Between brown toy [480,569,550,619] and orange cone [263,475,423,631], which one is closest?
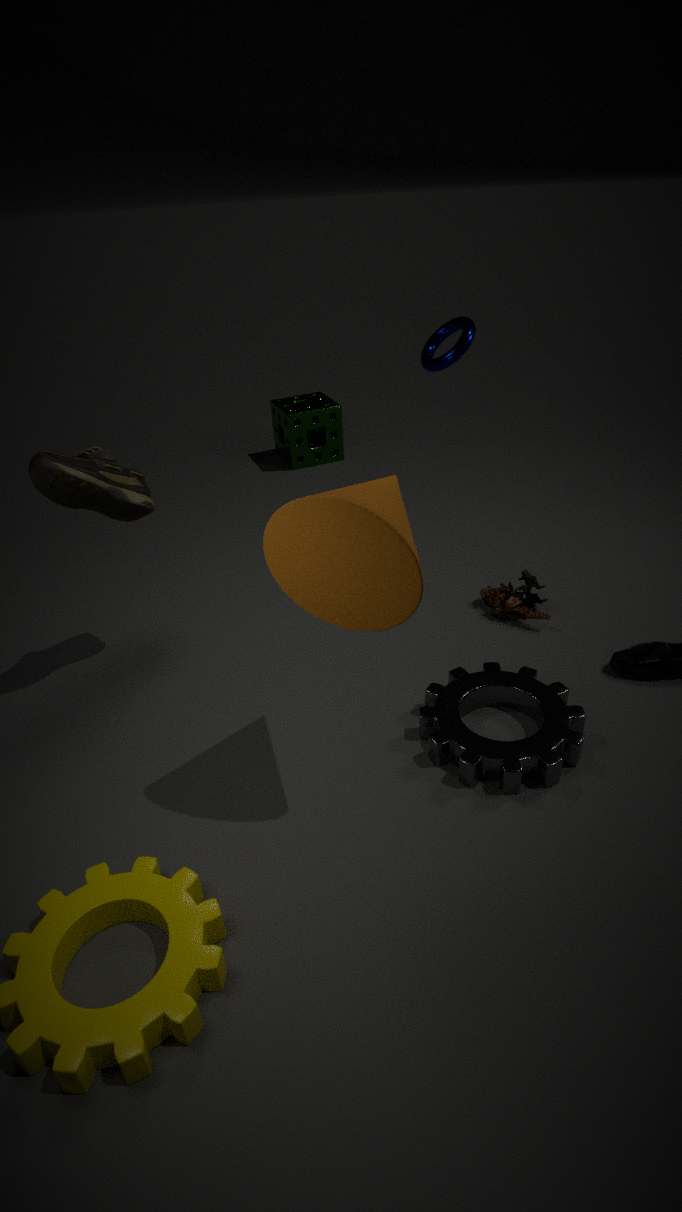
orange cone [263,475,423,631]
